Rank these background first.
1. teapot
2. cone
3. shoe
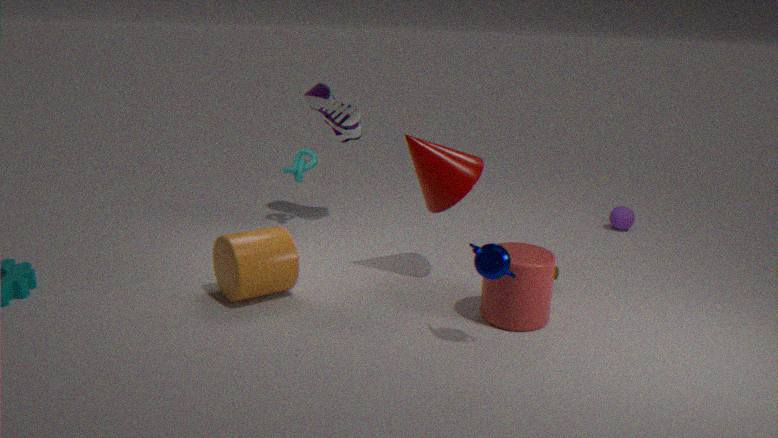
shoe, cone, teapot
